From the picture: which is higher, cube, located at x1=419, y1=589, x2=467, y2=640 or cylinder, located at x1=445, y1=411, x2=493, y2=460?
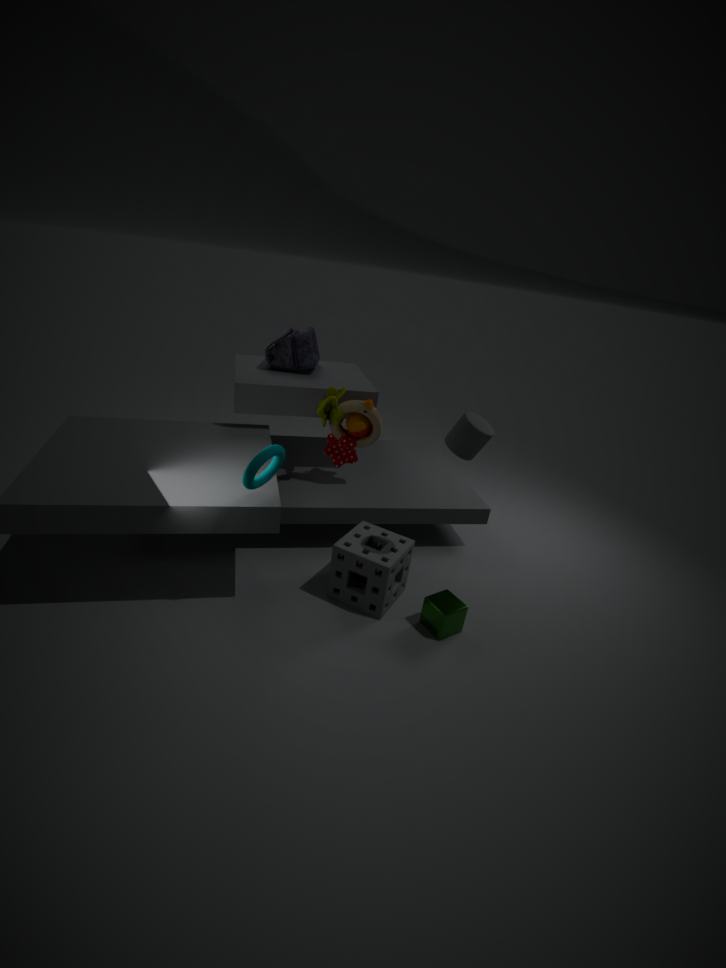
cylinder, located at x1=445, y1=411, x2=493, y2=460
